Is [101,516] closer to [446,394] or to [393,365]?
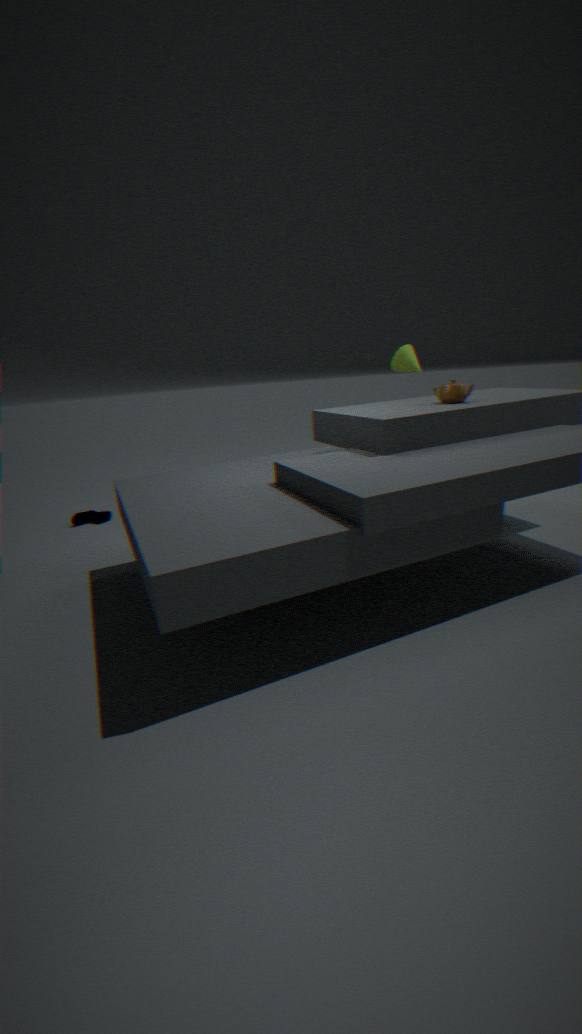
[393,365]
